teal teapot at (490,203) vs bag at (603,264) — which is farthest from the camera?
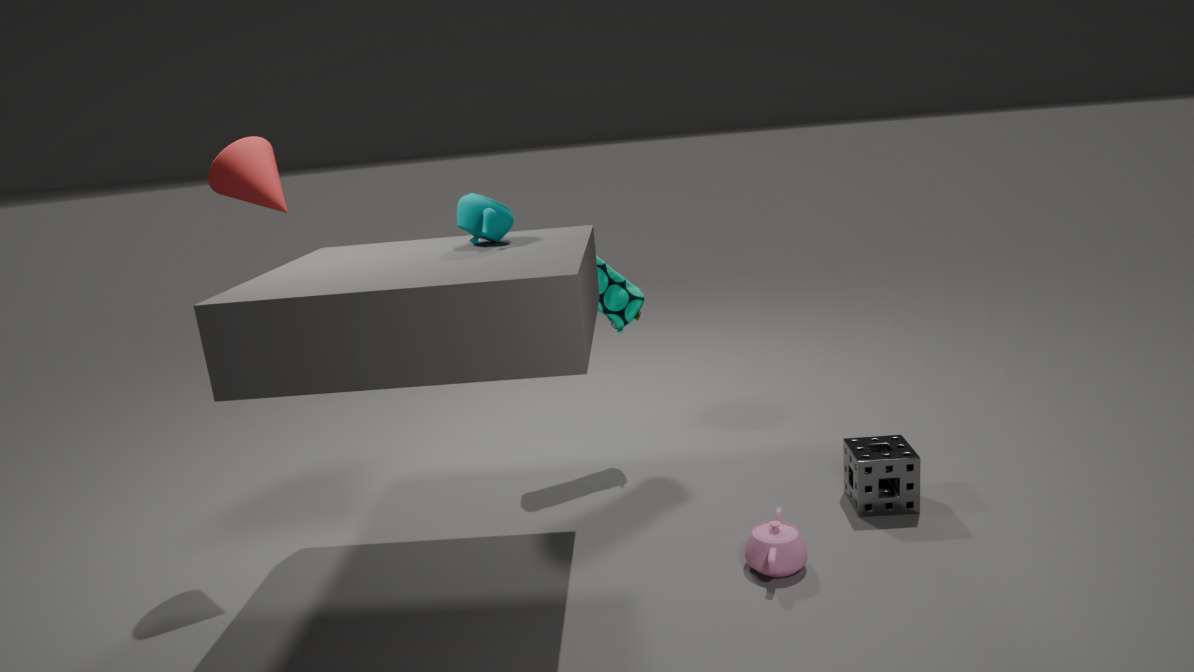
bag at (603,264)
